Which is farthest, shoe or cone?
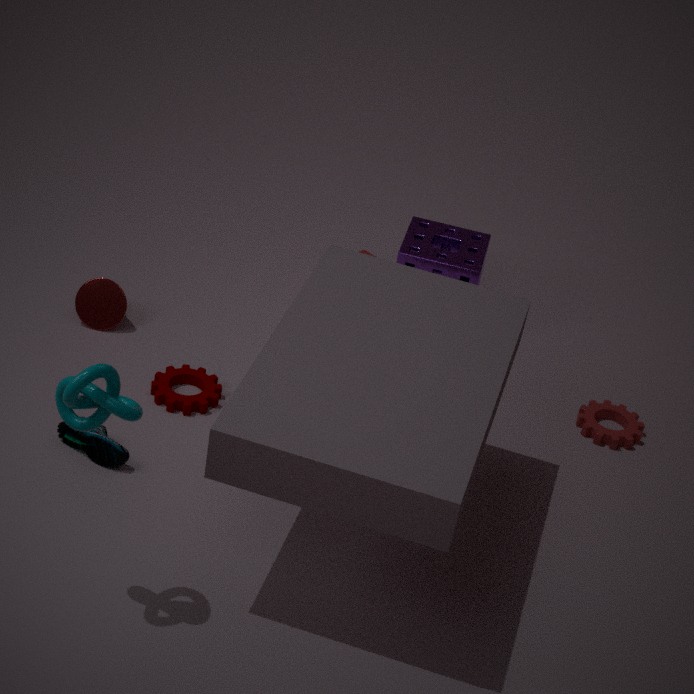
cone
